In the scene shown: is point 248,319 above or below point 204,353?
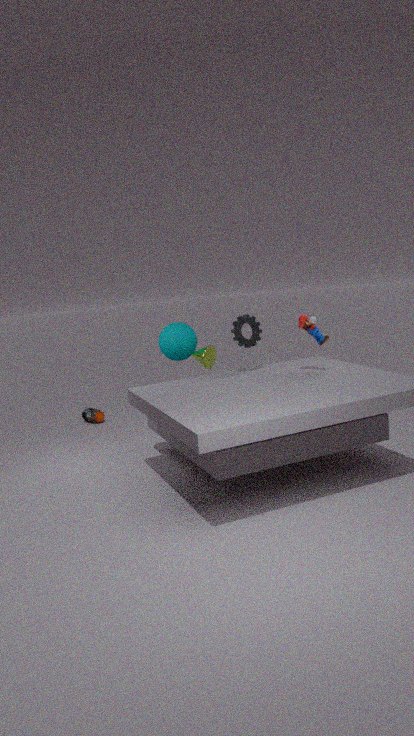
above
